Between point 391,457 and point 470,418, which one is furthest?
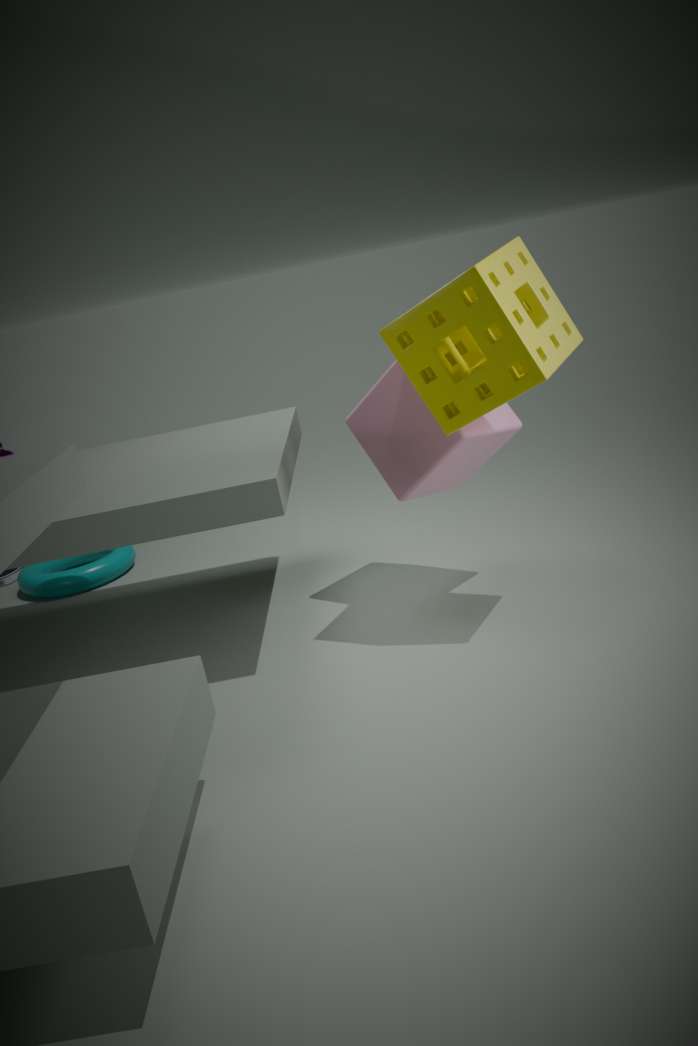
point 391,457
